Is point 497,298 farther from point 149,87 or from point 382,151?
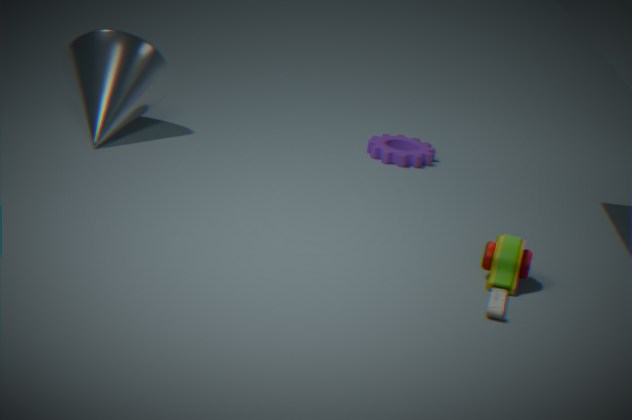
point 149,87
